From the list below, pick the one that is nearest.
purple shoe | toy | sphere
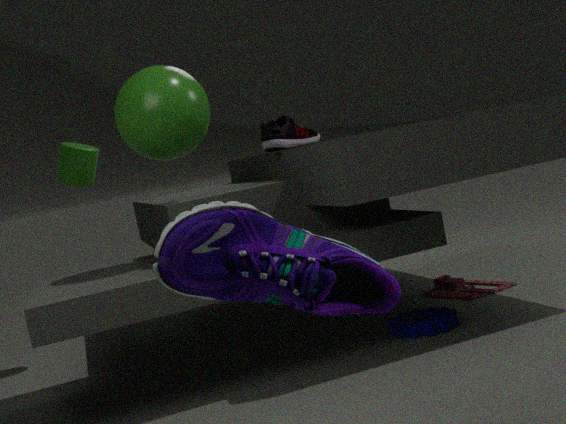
purple shoe
